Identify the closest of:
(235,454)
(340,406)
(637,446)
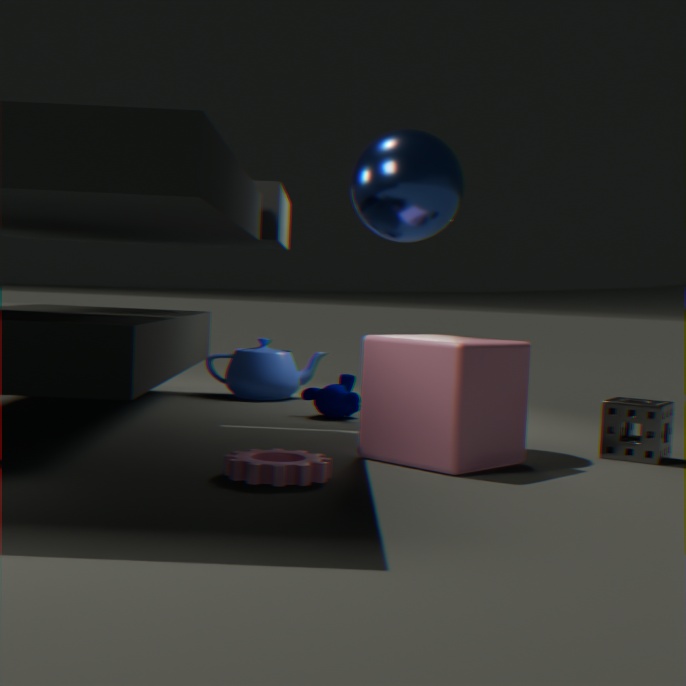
(235,454)
